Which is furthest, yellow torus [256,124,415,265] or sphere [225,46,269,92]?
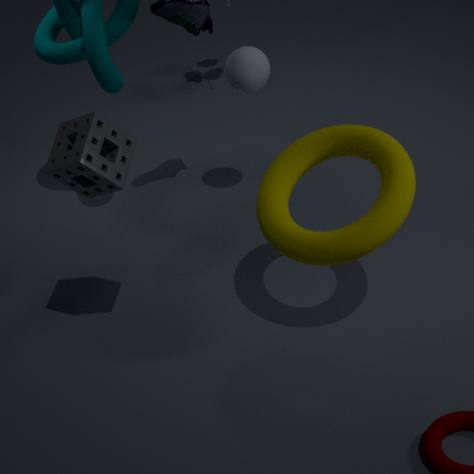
sphere [225,46,269,92]
